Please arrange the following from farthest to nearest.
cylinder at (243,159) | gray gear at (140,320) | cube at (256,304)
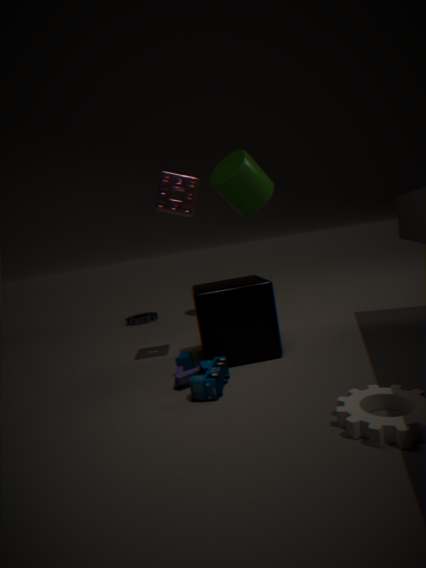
1. gray gear at (140,320)
2. cylinder at (243,159)
3. cube at (256,304)
